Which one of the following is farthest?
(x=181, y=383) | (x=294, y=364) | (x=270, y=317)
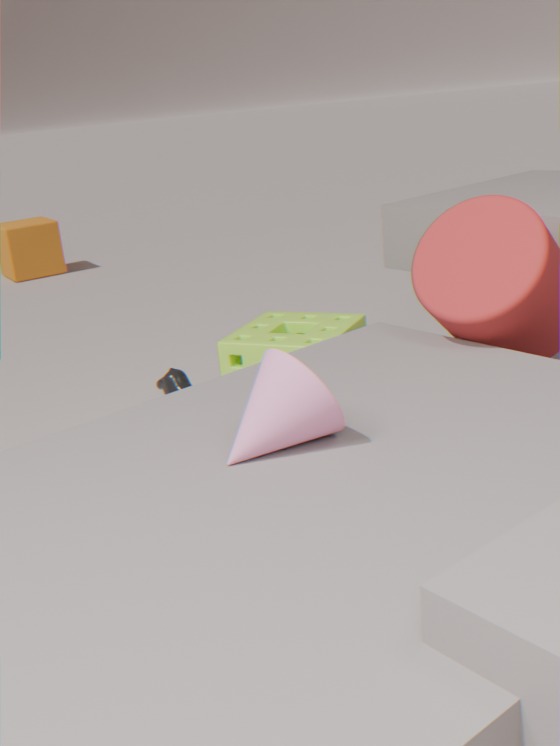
(x=181, y=383)
